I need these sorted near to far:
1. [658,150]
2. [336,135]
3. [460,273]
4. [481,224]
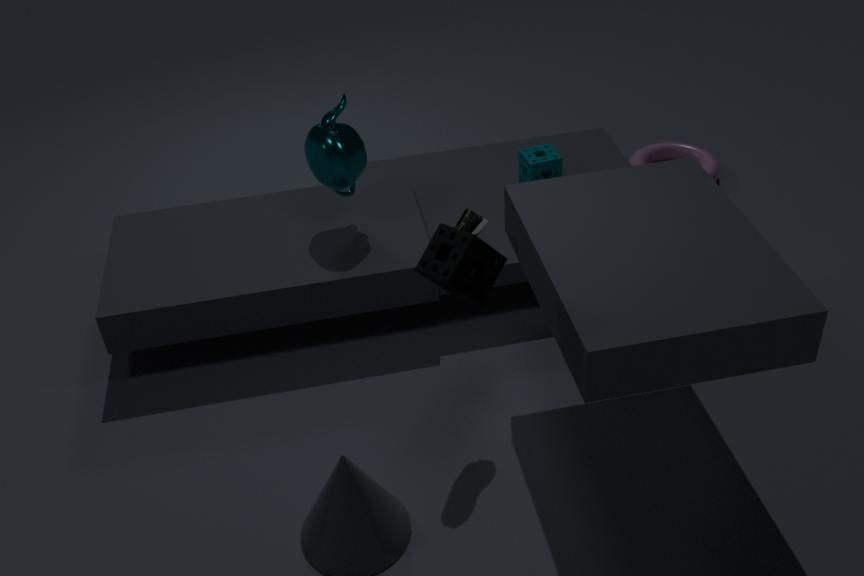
[460,273]
[481,224]
[336,135]
[658,150]
